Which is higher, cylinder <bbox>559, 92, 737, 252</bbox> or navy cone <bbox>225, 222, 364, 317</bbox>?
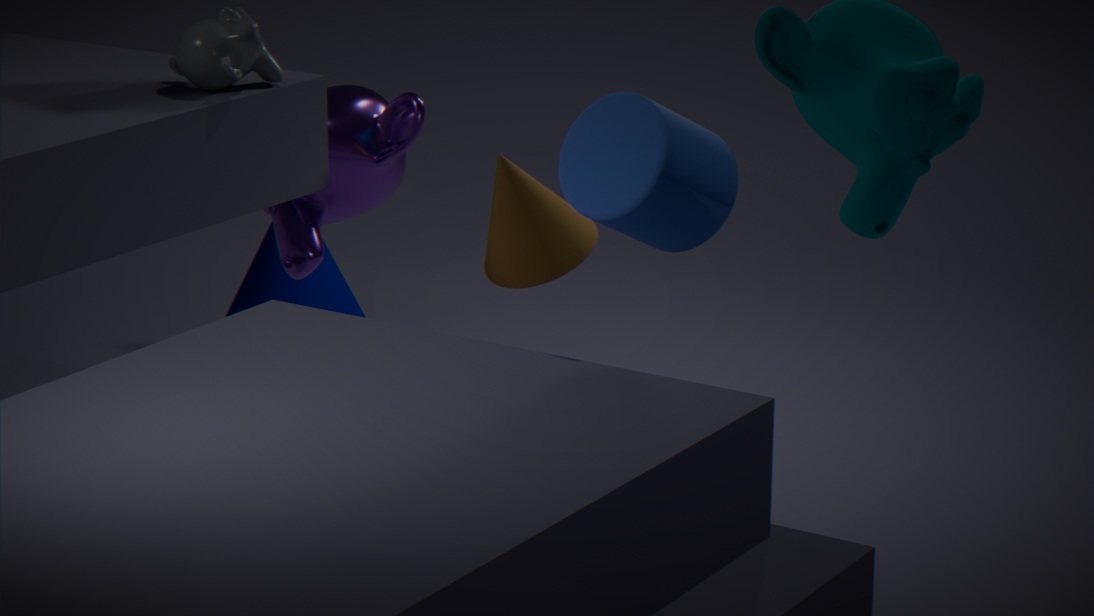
cylinder <bbox>559, 92, 737, 252</bbox>
